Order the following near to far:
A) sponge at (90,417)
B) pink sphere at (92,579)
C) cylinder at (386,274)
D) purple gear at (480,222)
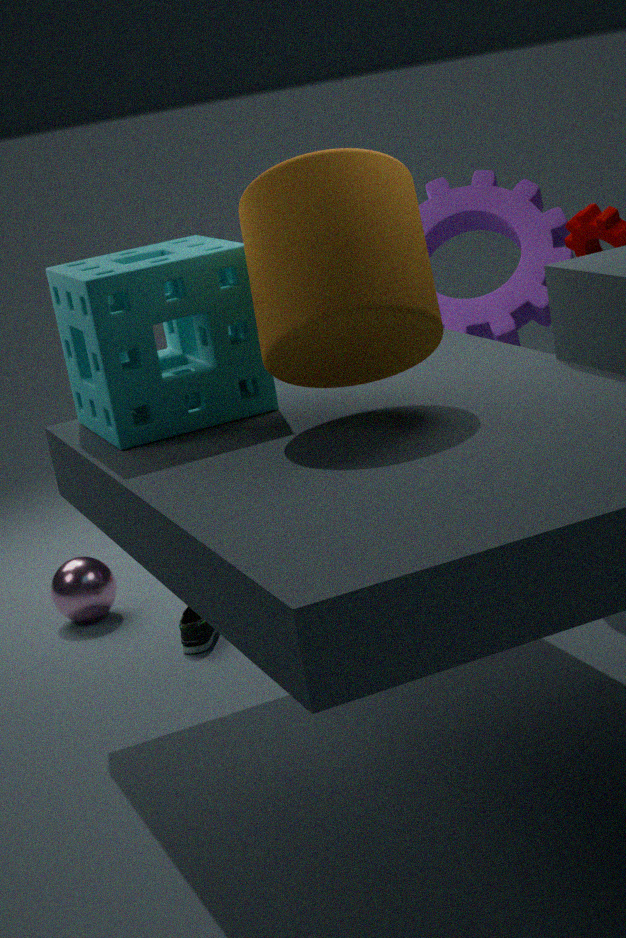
cylinder at (386,274), sponge at (90,417), purple gear at (480,222), pink sphere at (92,579)
